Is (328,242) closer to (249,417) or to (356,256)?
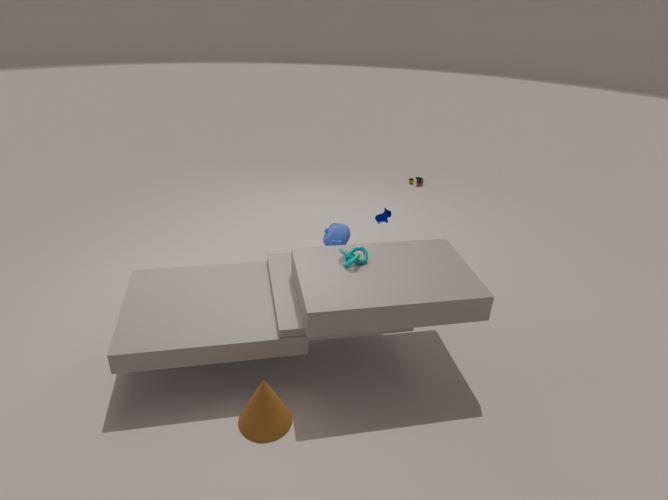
(356,256)
